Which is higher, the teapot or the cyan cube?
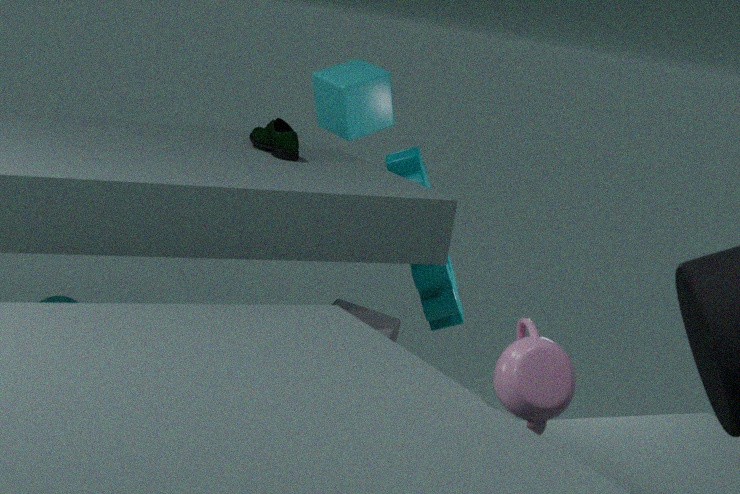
the cyan cube
